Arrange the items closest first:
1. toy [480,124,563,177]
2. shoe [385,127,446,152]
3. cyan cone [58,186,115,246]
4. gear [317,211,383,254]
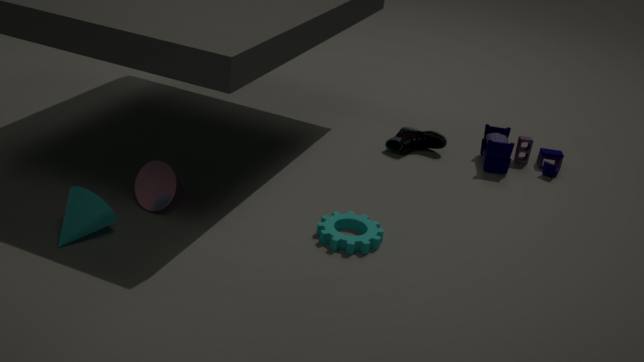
cyan cone [58,186,115,246], gear [317,211,383,254], toy [480,124,563,177], shoe [385,127,446,152]
